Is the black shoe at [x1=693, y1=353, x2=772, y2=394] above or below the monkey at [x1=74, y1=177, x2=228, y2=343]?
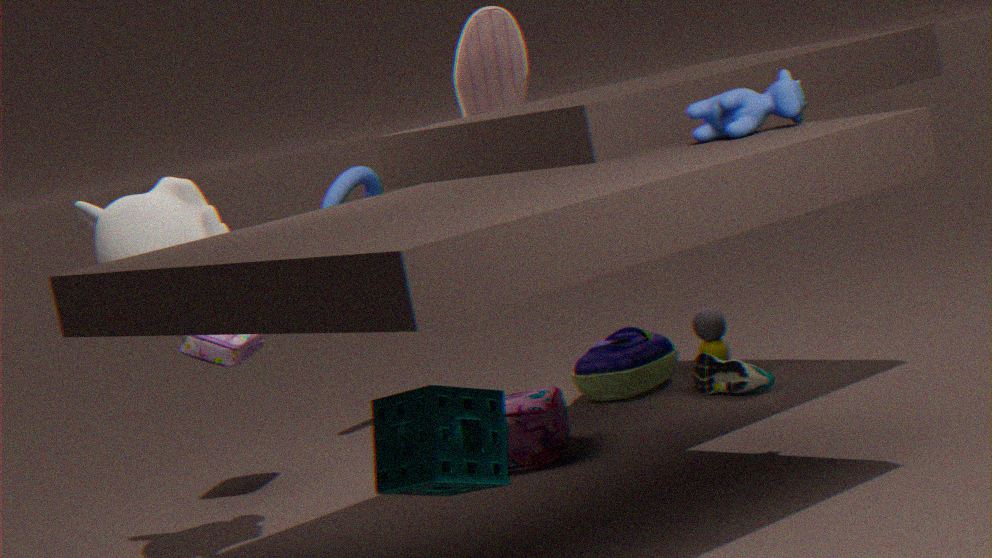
below
